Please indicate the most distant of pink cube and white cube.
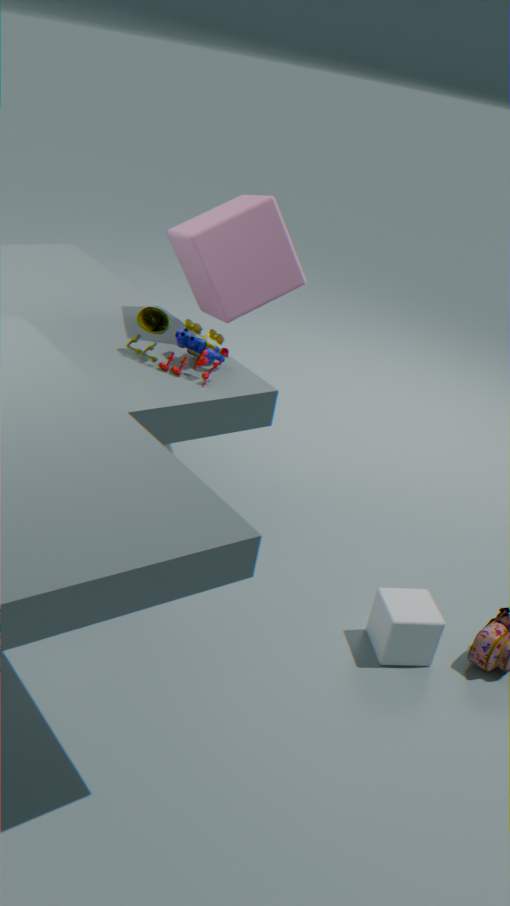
pink cube
